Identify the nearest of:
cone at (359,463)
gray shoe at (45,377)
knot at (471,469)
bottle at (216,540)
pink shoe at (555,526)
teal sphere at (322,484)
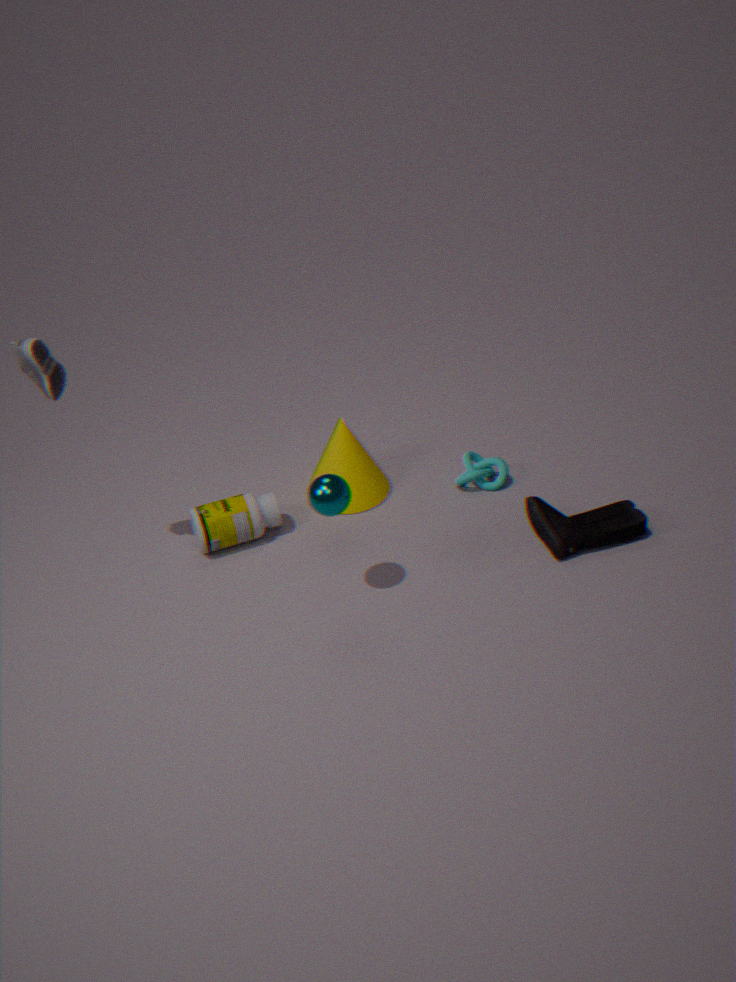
gray shoe at (45,377)
